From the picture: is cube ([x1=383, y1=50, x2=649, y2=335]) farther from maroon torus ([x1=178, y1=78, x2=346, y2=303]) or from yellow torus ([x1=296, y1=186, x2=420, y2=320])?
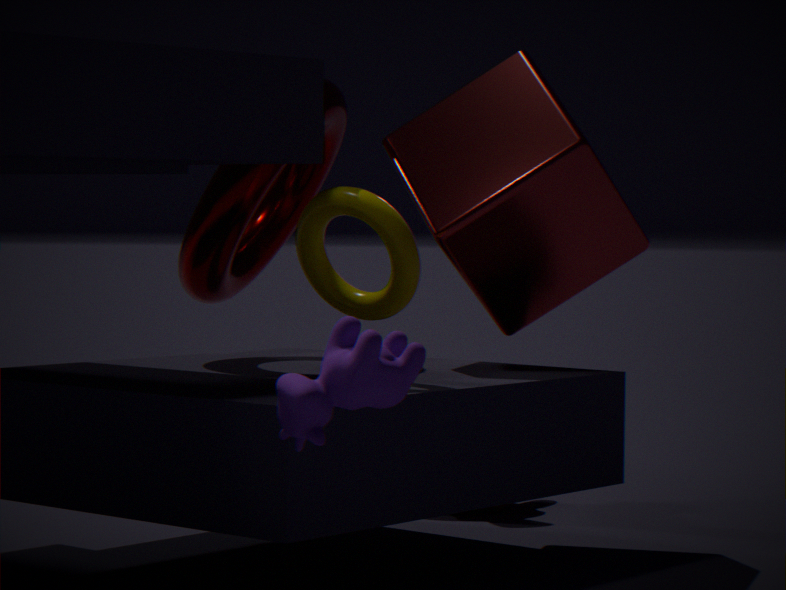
yellow torus ([x1=296, y1=186, x2=420, y2=320])
